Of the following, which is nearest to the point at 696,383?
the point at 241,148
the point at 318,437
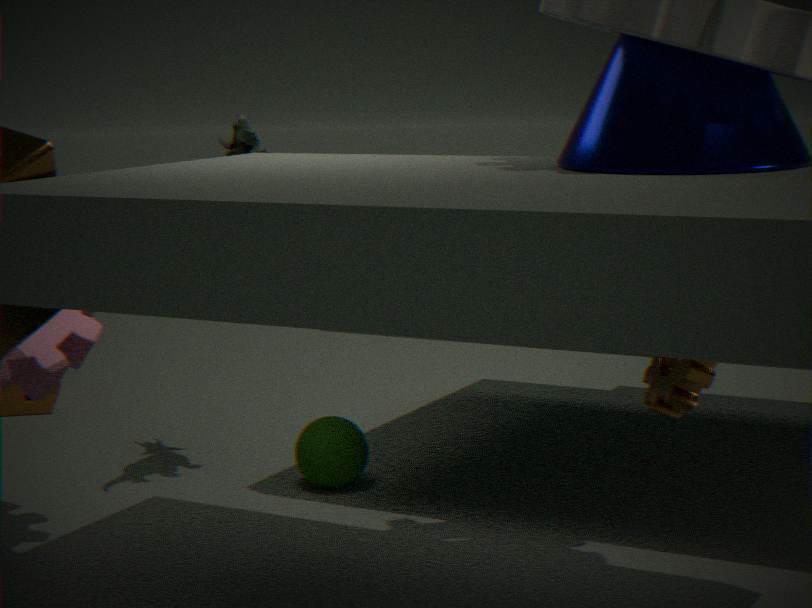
the point at 318,437
